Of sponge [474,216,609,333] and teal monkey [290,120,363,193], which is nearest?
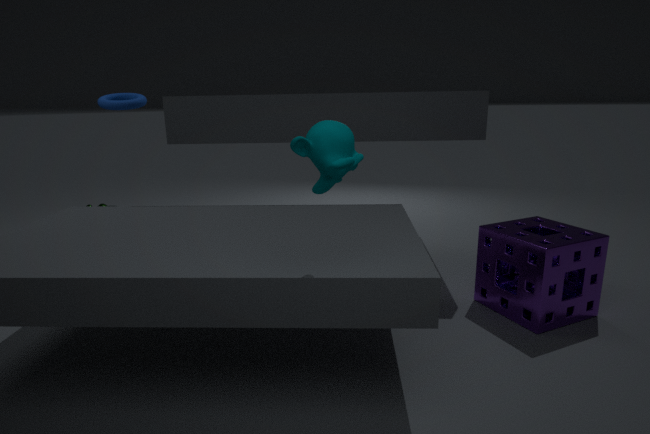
teal monkey [290,120,363,193]
